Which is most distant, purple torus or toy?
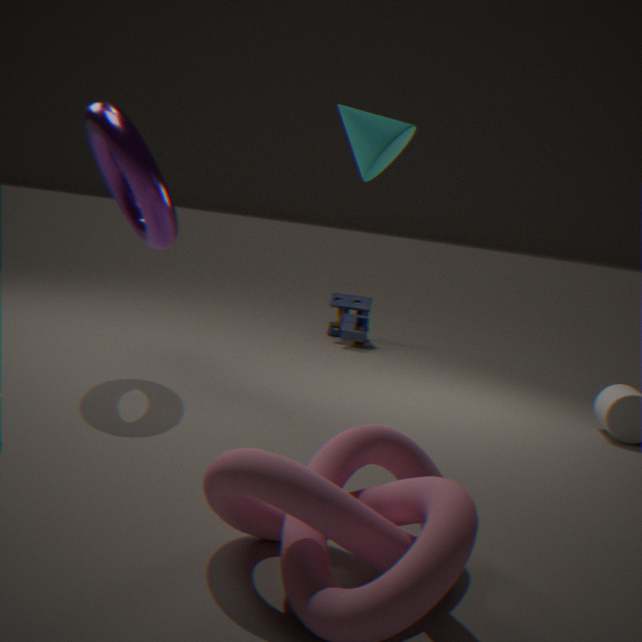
toy
